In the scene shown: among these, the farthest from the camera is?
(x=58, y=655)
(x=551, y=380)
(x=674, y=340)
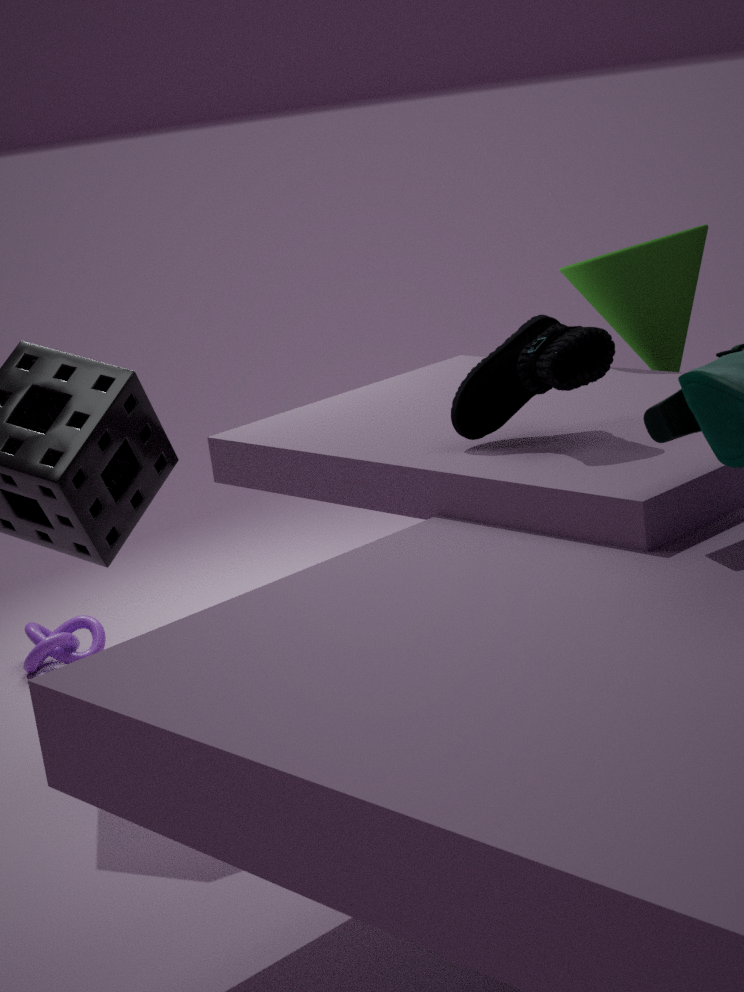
(x=58, y=655)
